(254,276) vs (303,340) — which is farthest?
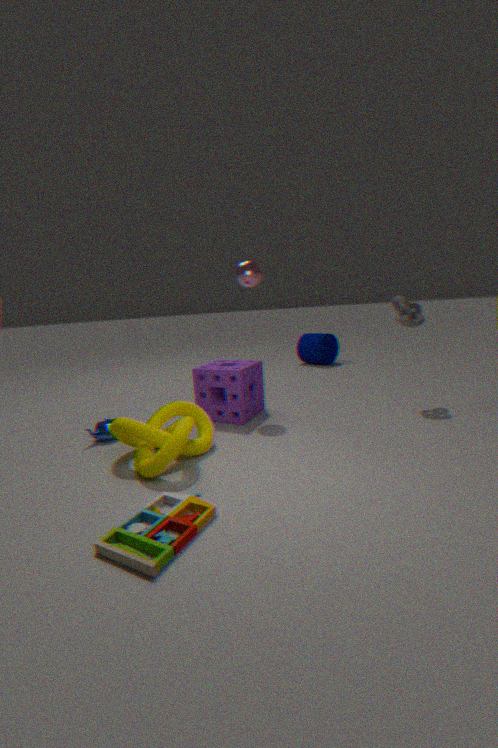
(303,340)
